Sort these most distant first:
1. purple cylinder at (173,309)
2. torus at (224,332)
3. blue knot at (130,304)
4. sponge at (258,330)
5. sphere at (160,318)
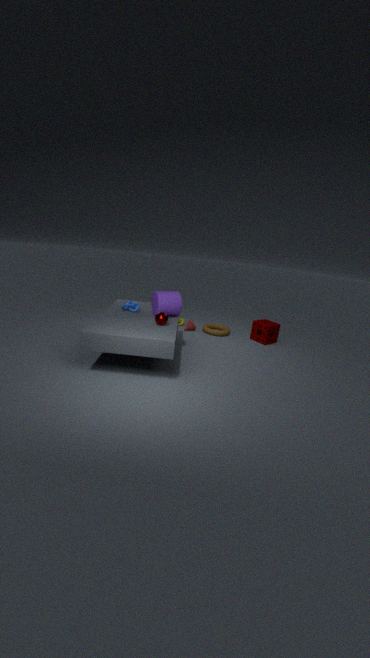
torus at (224,332) → sponge at (258,330) → blue knot at (130,304) → purple cylinder at (173,309) → sphere at (160,318)
